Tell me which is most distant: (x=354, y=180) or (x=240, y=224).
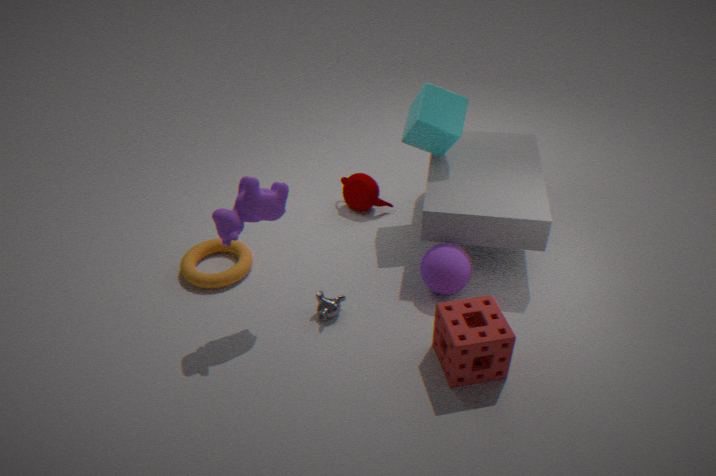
(x=354, y=180)
